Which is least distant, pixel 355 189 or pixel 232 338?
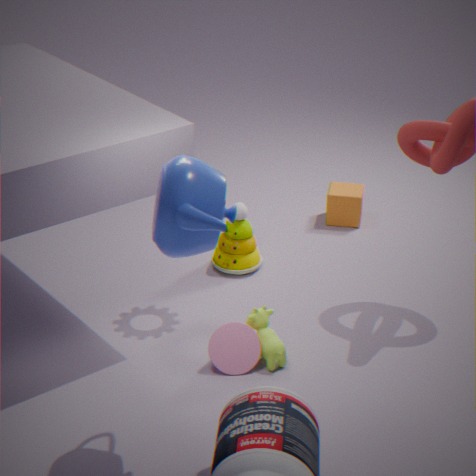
pixel 232 338
